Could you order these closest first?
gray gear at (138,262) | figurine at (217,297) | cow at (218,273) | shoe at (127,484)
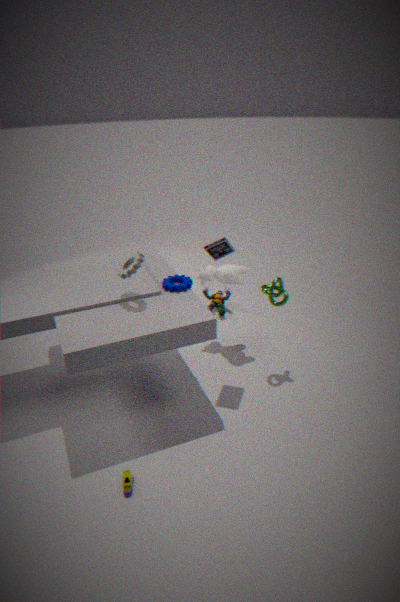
shoe at (127,484) → gray gear at (138,262) → cow at (218,273) → figurine at (217,297)
